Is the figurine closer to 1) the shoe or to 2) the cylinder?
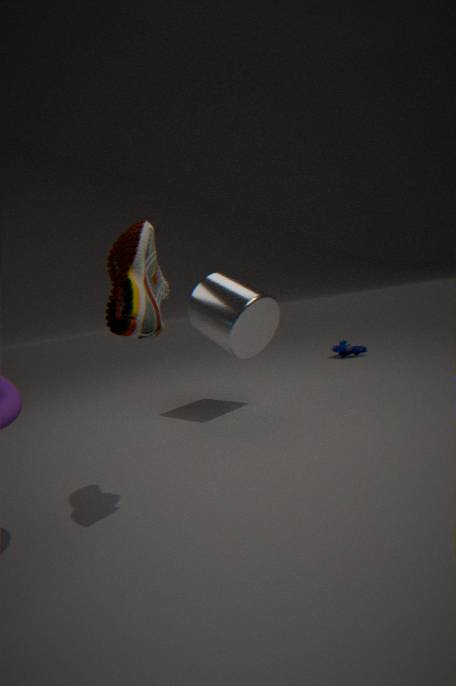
2) the cylinder
